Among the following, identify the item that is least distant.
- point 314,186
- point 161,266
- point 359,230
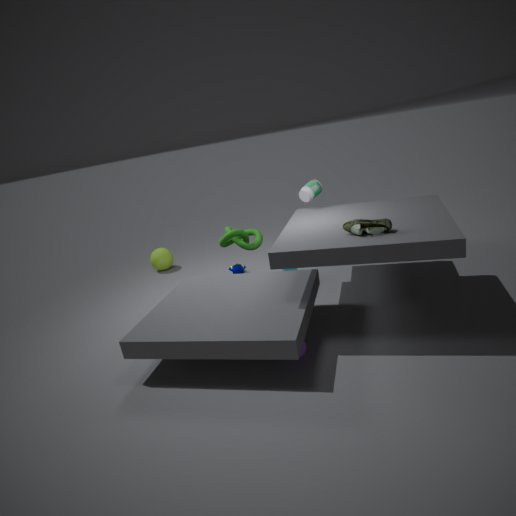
point 359,230
